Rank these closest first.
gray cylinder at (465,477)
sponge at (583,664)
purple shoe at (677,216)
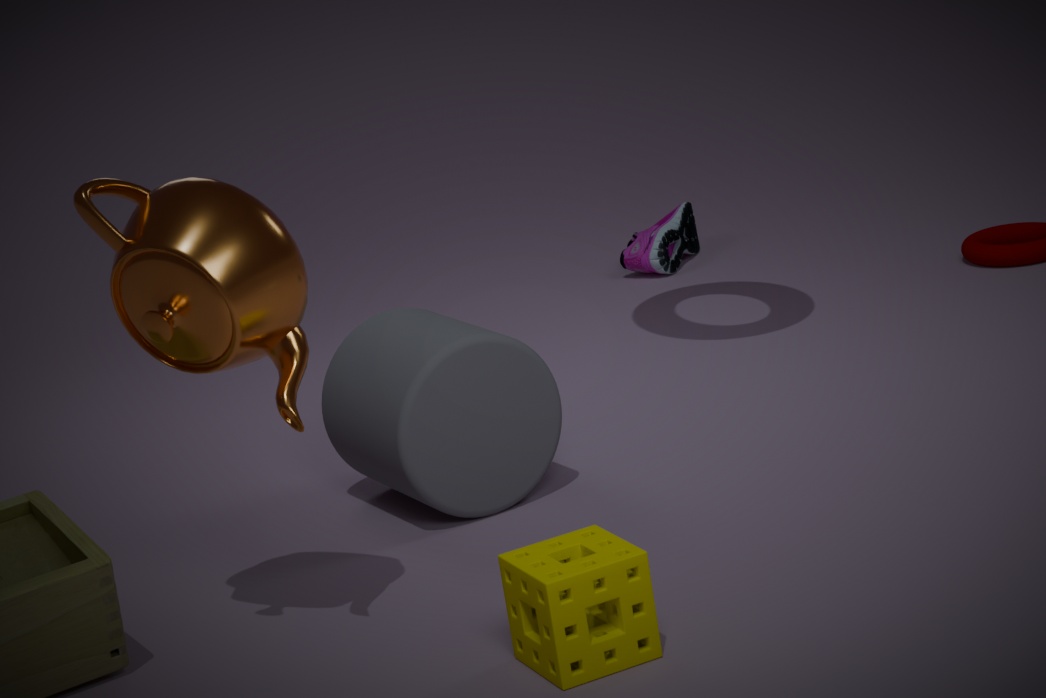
sponge at (583,664) → gray cylinder at (465,477) → purple shoe at (677,216)
